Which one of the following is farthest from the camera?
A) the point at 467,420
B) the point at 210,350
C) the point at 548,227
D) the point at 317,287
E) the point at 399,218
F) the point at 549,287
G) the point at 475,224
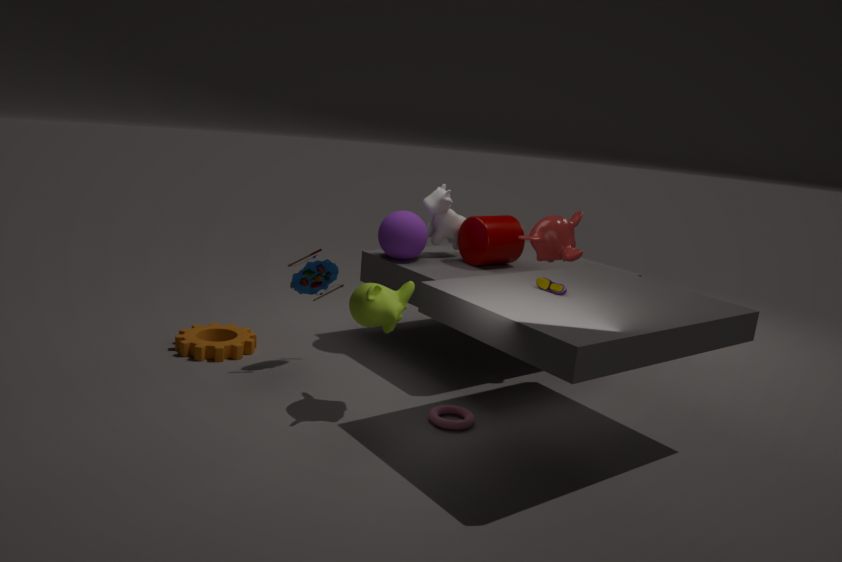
the point at 475,224
